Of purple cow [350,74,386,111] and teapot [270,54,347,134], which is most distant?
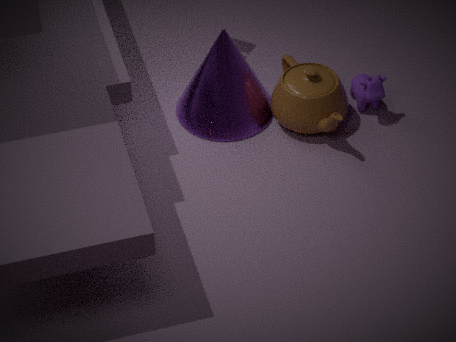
purple cow [350,74,386,111]
